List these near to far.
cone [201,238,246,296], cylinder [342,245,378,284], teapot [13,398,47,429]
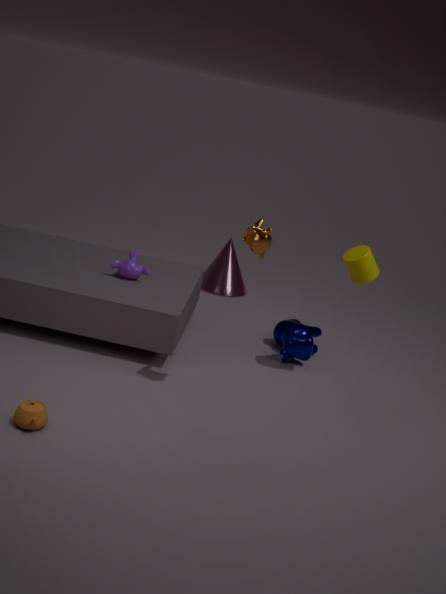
teapot [13,398,47,429]
cylinder [342,245,378,284]
cone [201,238,246,296]
